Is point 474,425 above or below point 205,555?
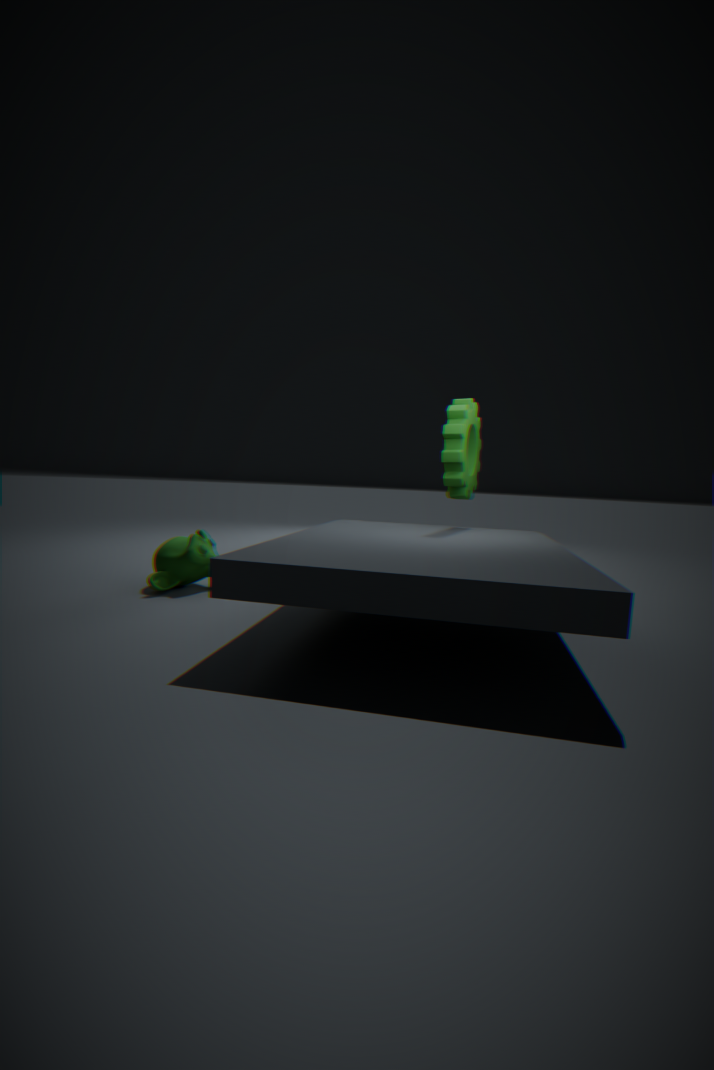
above
